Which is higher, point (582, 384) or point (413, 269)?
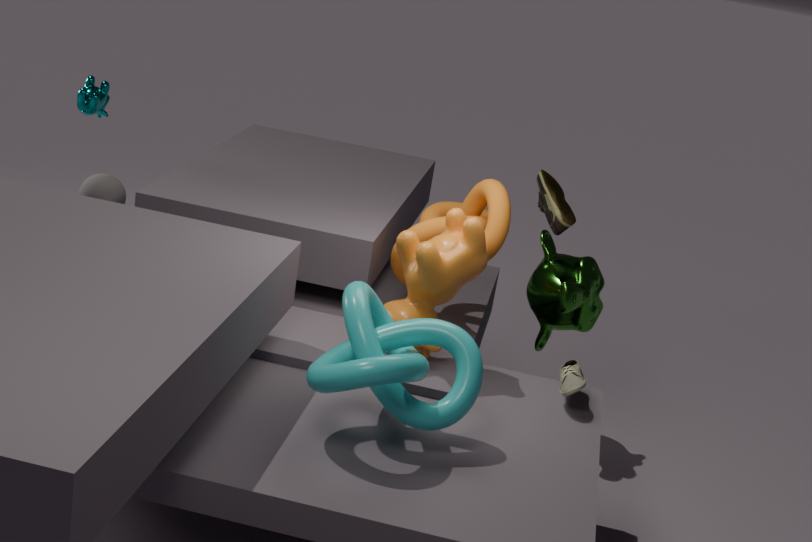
point (413, 269)
